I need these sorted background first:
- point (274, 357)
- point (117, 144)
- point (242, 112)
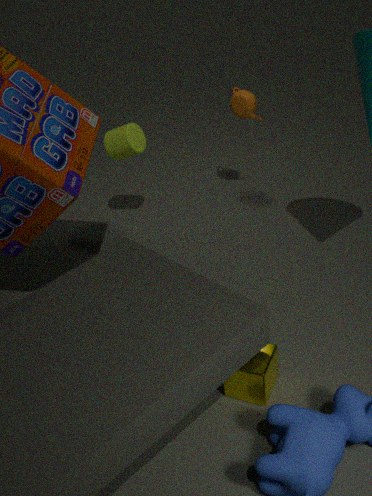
1. point (242, 112)
2. point (117, 144)
3. point (274, 357)
